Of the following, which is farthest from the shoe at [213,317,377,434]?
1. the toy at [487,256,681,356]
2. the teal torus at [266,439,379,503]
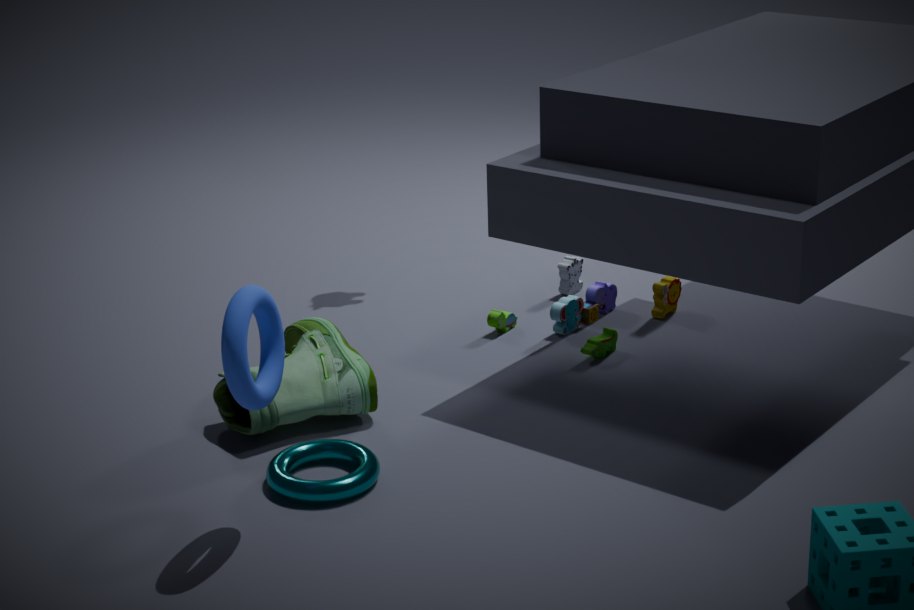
the toy at [487,256,681,356]
